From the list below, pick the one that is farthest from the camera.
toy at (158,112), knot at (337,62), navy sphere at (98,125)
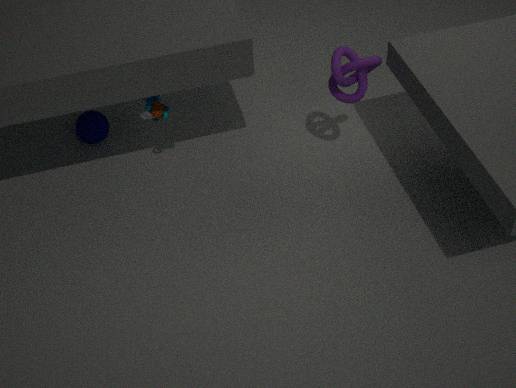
navy sphere at (98,125)
